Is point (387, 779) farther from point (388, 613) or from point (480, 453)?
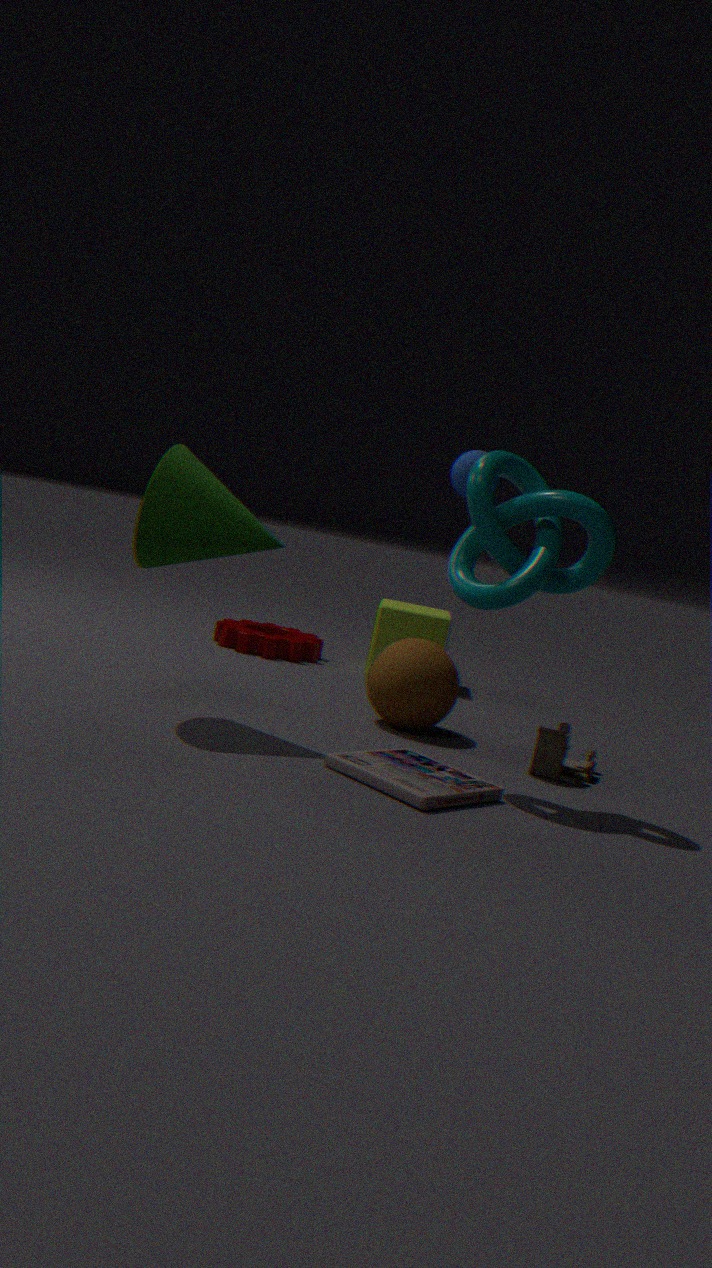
point (388, 613)
